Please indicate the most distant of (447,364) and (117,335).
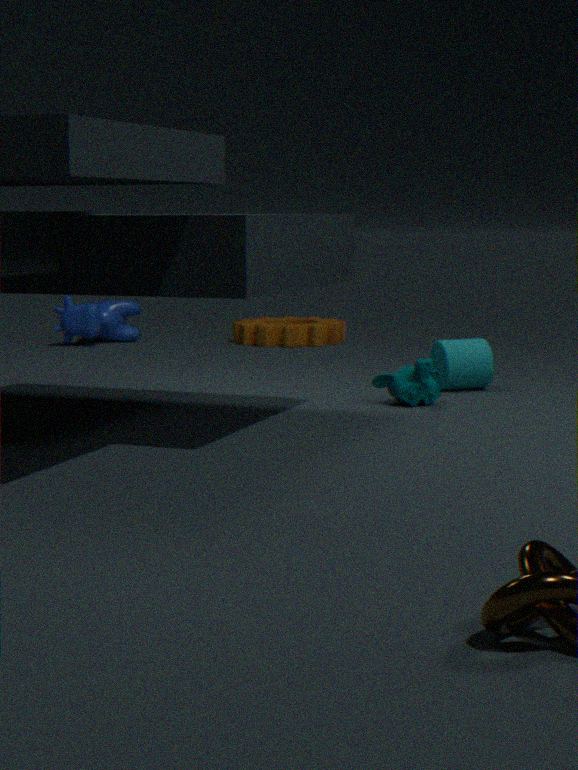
(117,335)
